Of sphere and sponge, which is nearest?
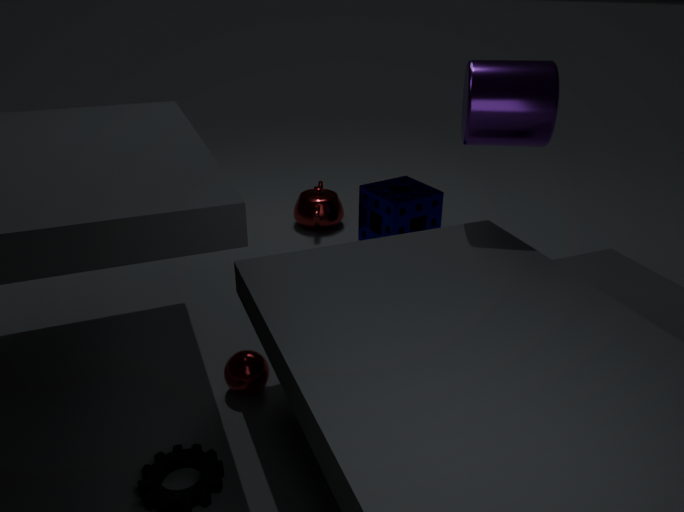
sphere
